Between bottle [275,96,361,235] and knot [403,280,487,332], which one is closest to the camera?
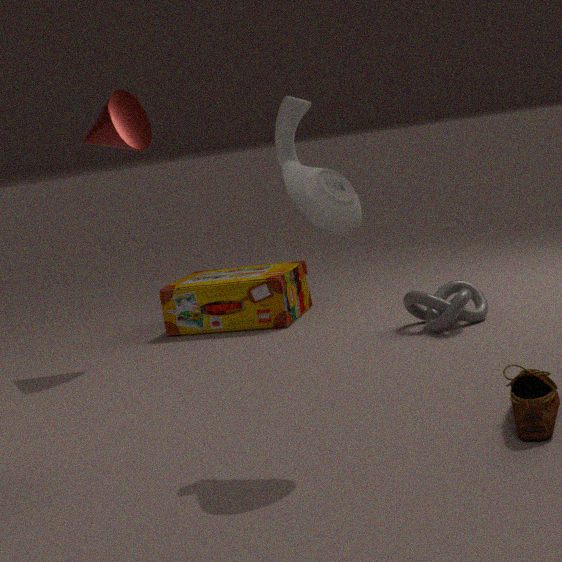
bottle [275,96,361,235]
